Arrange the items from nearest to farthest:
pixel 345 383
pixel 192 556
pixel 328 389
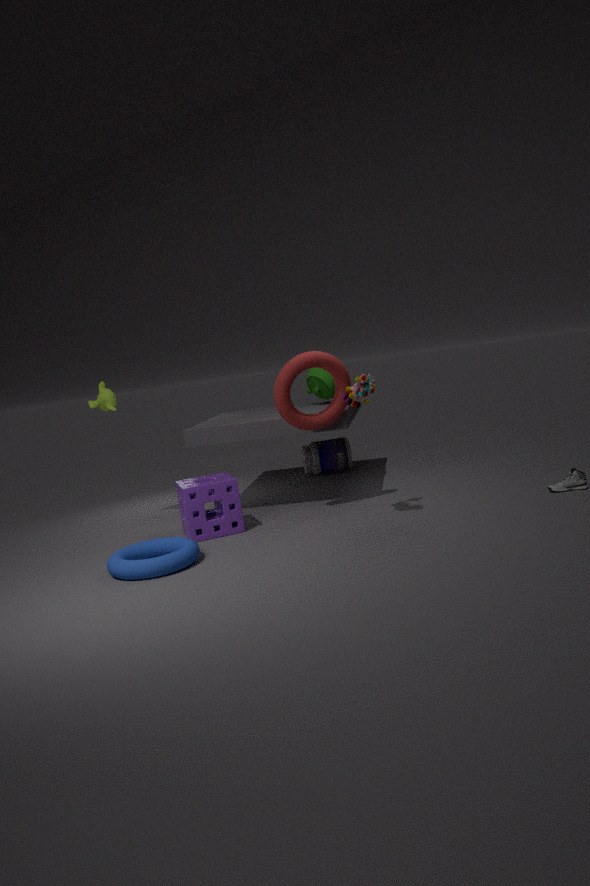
pixel 192 556 < pixel 345 383 < pixel 328 389
